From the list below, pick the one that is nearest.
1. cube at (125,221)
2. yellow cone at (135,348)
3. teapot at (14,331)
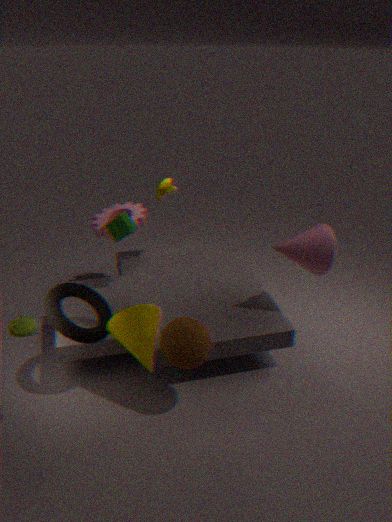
teapot at (14,331)
